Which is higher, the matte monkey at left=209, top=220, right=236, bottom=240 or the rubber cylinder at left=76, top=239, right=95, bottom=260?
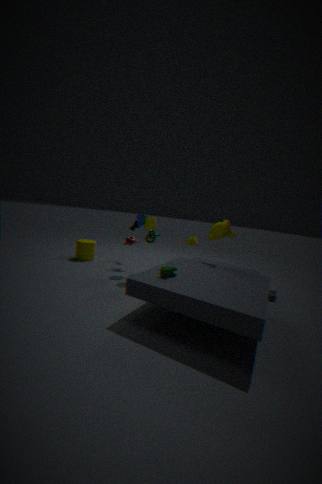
the matte monkey at left=209, top=220, right=236, bottom=240
